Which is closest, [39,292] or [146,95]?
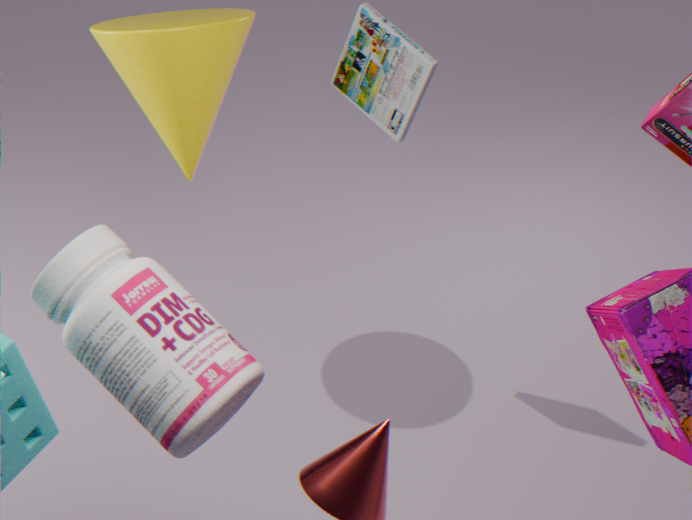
[39,292]
